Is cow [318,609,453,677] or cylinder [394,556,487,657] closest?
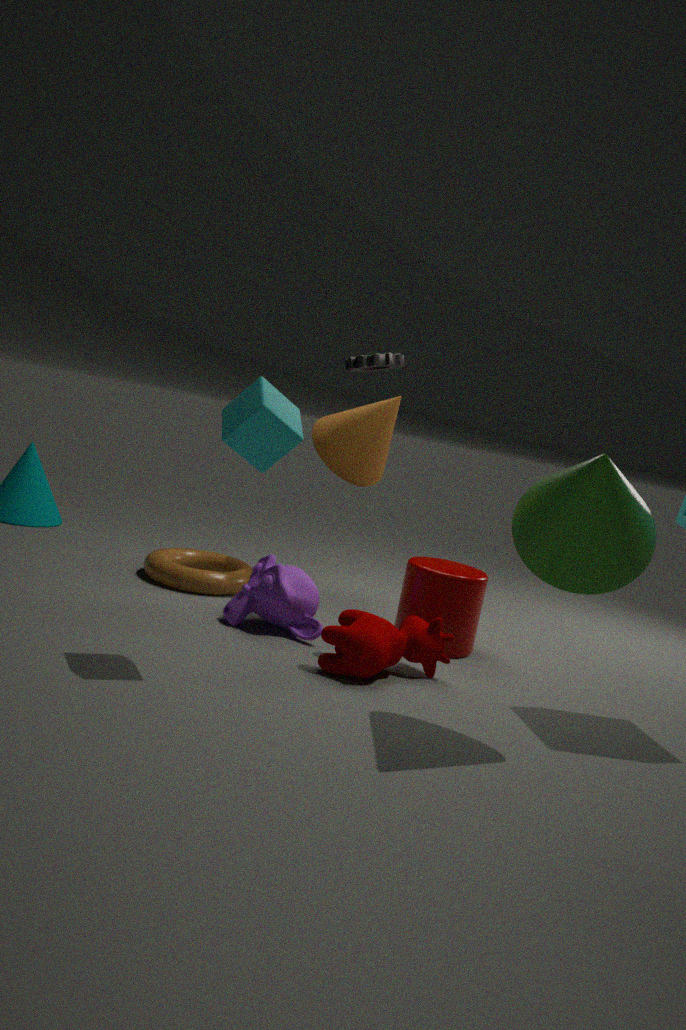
cow [318,609,453,677]
